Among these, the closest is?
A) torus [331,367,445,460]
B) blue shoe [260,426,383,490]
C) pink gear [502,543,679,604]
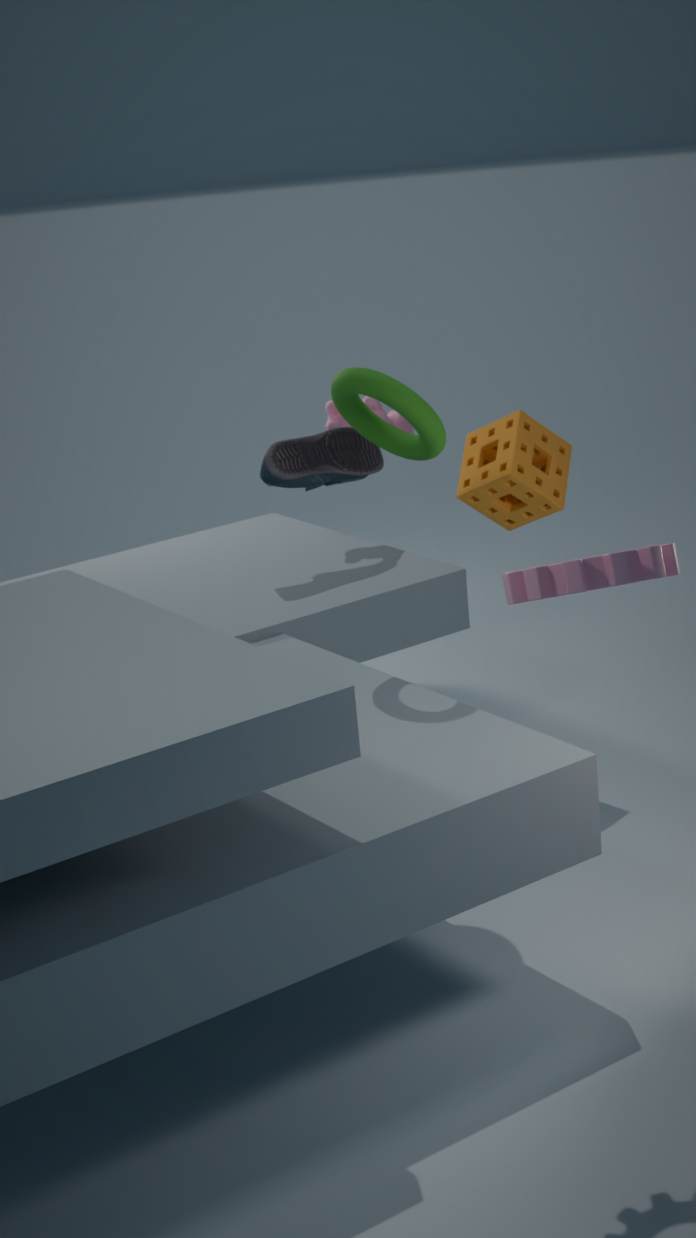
pink gear [502,543,679,604]
